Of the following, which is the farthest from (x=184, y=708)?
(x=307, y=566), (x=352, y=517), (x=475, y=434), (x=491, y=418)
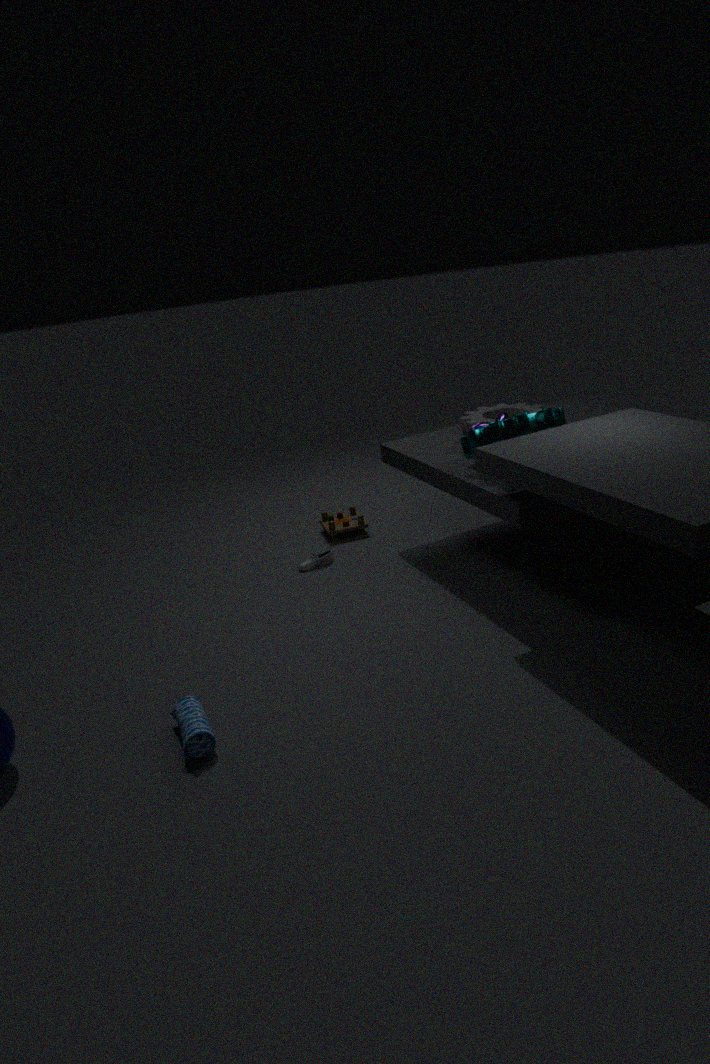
(x=491, y=418)
